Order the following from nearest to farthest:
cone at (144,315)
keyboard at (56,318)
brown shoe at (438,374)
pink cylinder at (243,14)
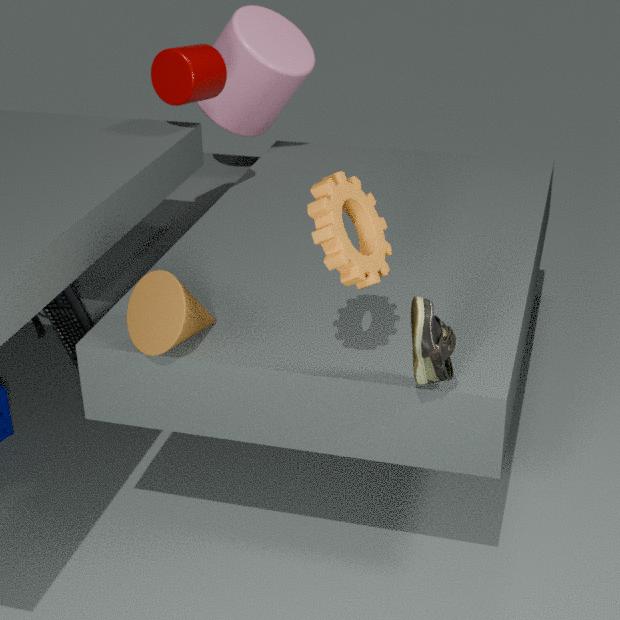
brown shoe at (438,374), cone at (144,315), keyboard at (56,318), pink cylinder at (243,14)
